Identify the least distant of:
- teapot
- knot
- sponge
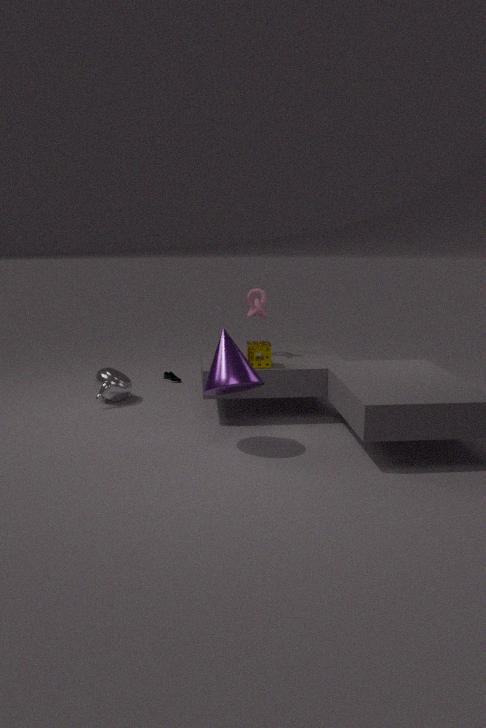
sponge
